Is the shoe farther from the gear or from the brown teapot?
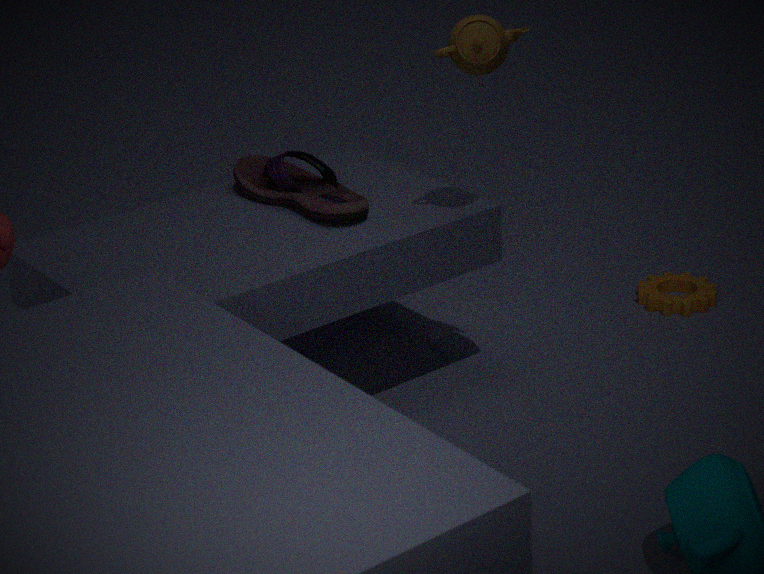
the gear
